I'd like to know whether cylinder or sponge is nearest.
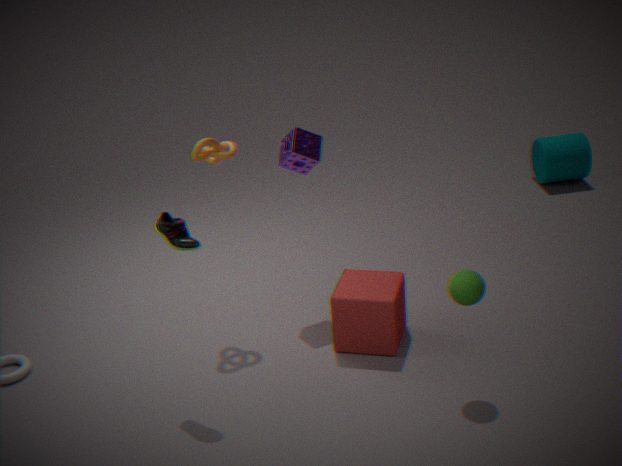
sponge
